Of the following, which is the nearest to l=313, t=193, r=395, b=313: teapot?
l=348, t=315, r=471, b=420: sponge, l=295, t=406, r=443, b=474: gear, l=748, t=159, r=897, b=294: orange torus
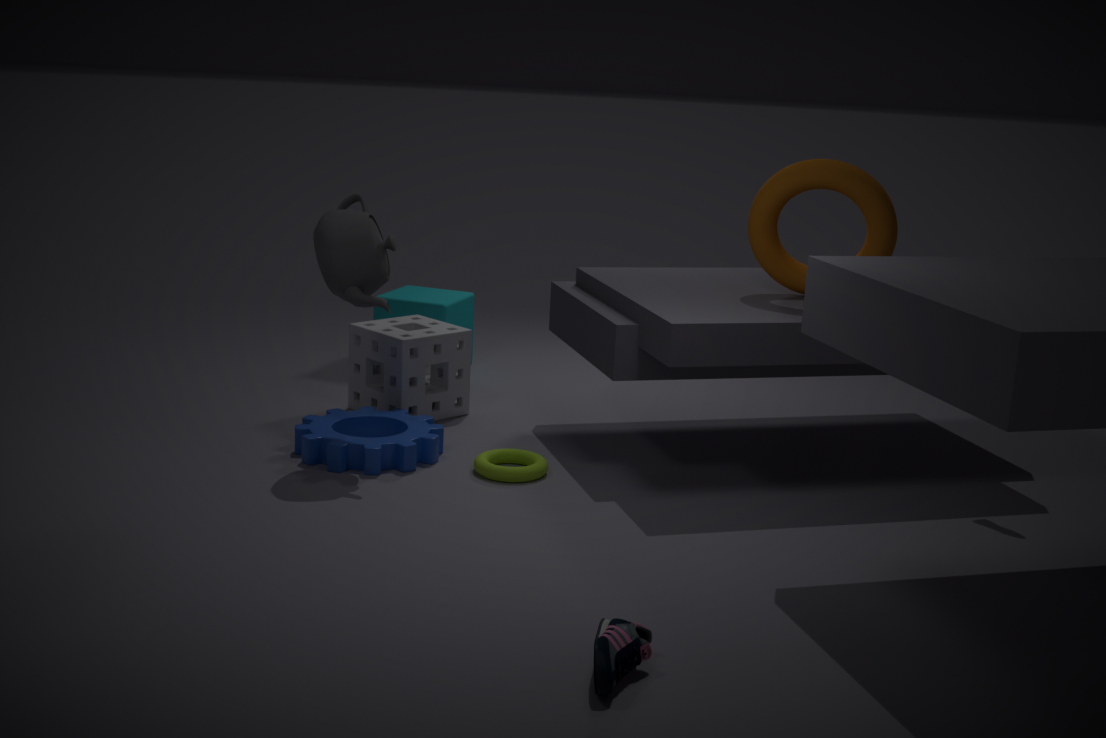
l=348, t=315, r=471, b=420: sponge
